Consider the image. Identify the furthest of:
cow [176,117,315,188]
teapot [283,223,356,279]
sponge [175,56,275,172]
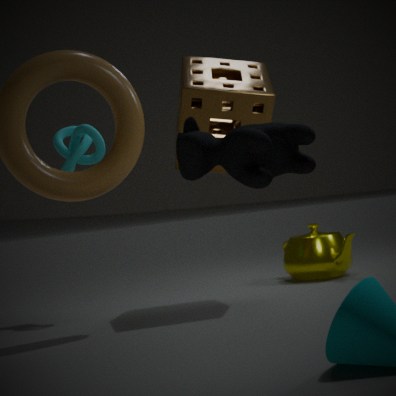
teapot [283,223,356,279]
